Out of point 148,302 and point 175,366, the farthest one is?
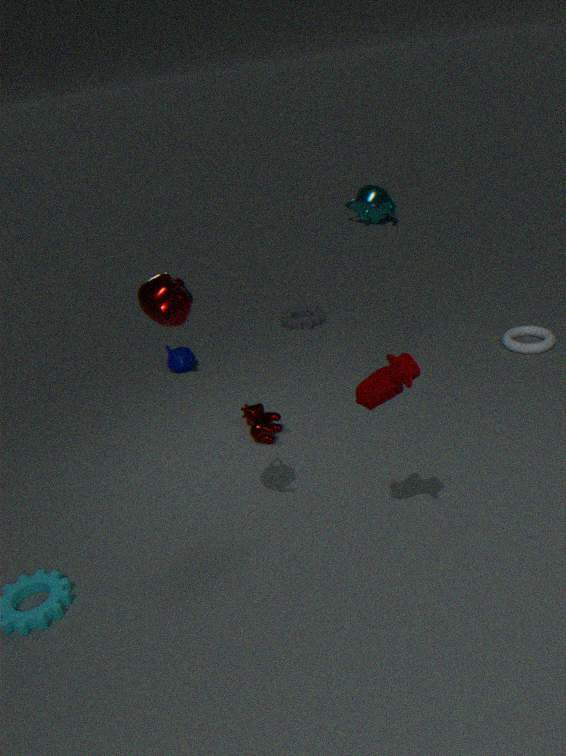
point 175,366
